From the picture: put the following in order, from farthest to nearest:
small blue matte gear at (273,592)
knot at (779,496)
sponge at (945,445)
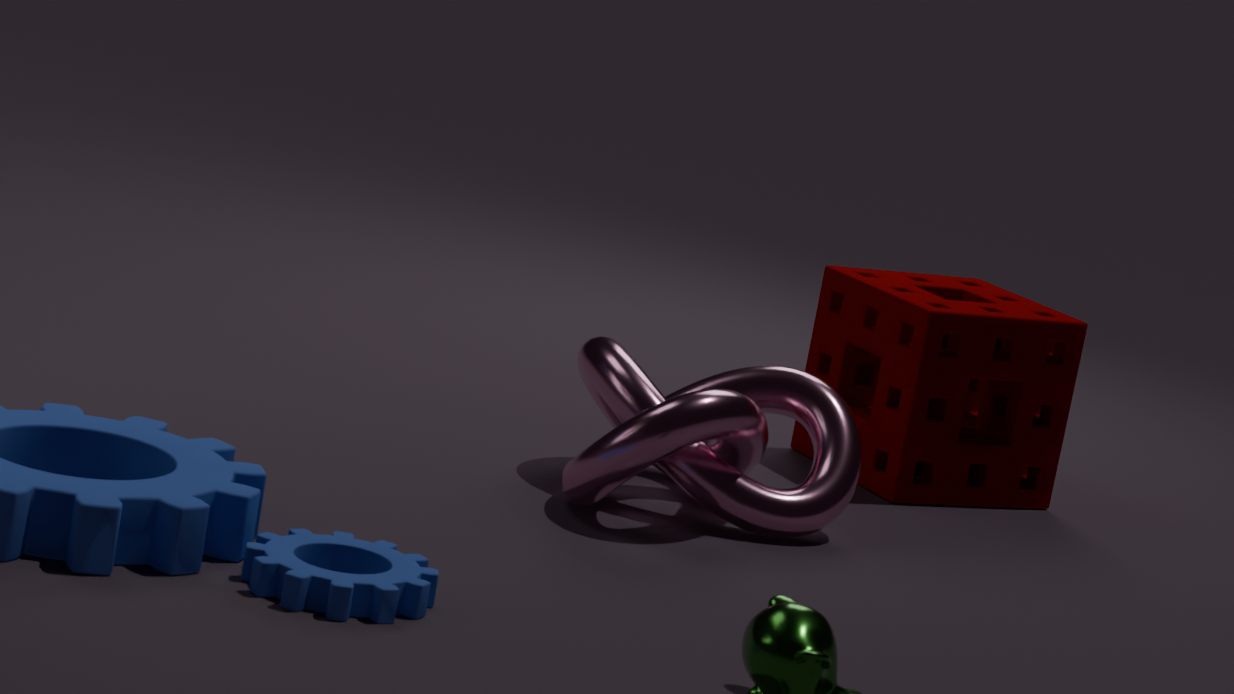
sponge at (945,445) → knot at (779,496) → small blue matte gear at (273,592)
